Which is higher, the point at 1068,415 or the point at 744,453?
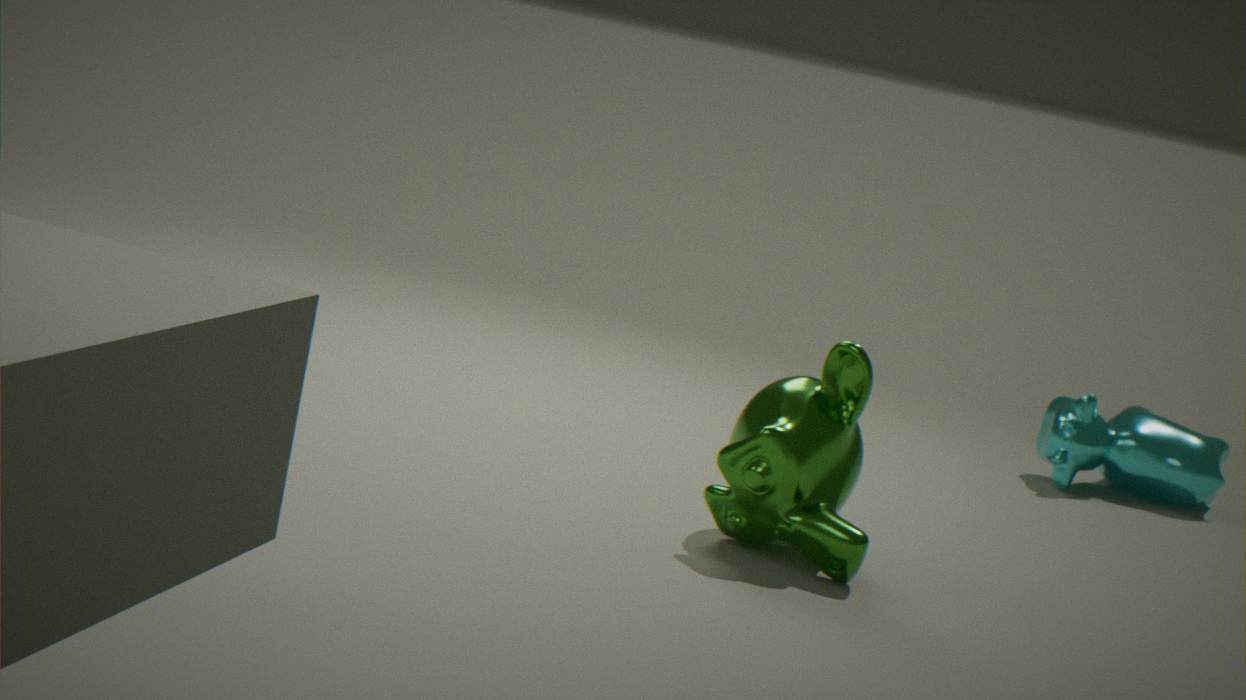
the point at 744,453
